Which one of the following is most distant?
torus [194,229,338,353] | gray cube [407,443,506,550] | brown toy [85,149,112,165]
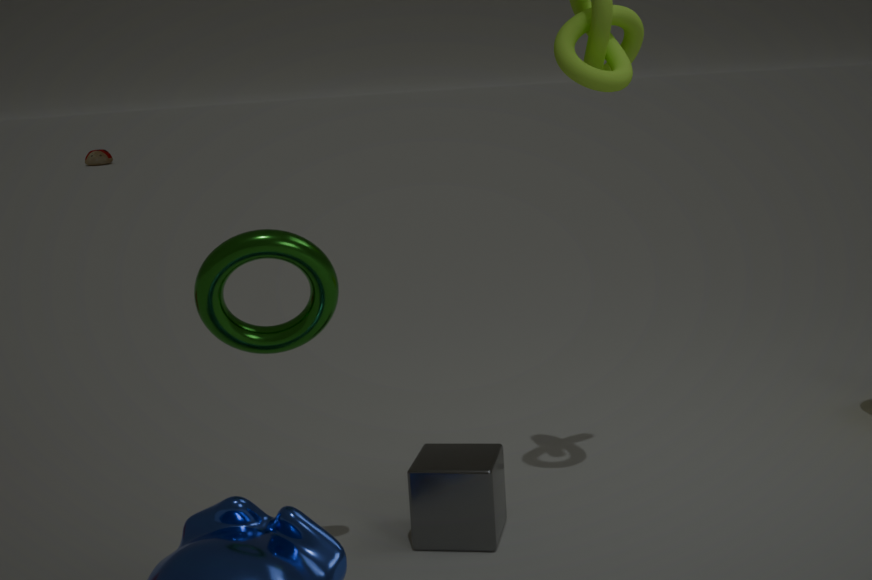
brown toy [85,149,112,165]
